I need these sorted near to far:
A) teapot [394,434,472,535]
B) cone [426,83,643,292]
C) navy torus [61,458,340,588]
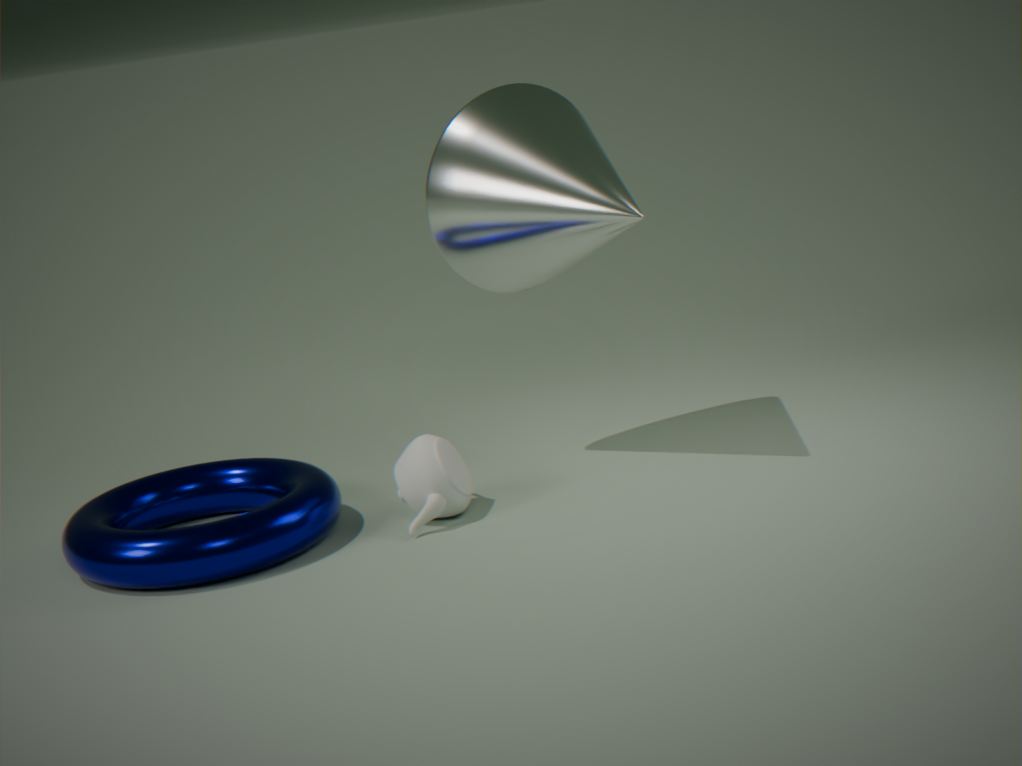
C. navy torus [61,458,340,588], A. teapot [394,434,472,535], B. cone [426,83,643,292]
